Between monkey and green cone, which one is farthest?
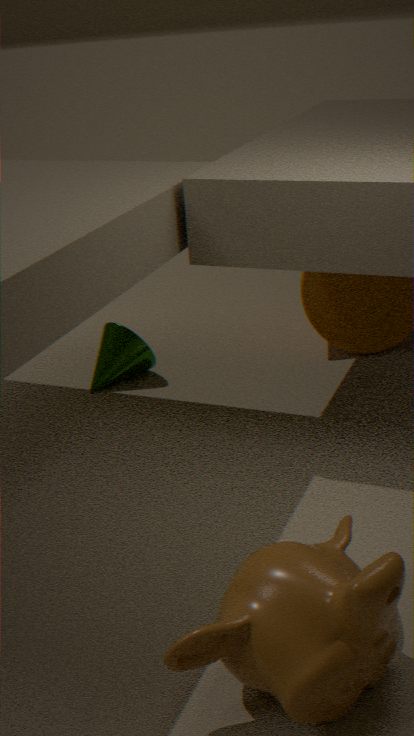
green cone
